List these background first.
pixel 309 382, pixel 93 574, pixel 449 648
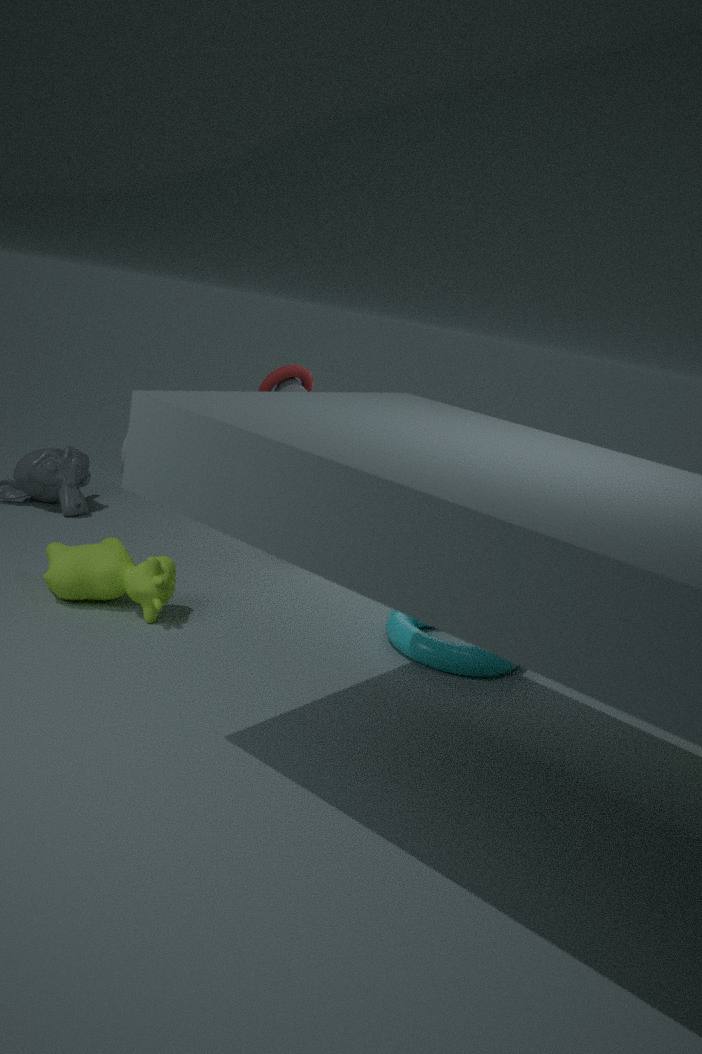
pixel 309 382
pixel 449 648
pixel 93 574
